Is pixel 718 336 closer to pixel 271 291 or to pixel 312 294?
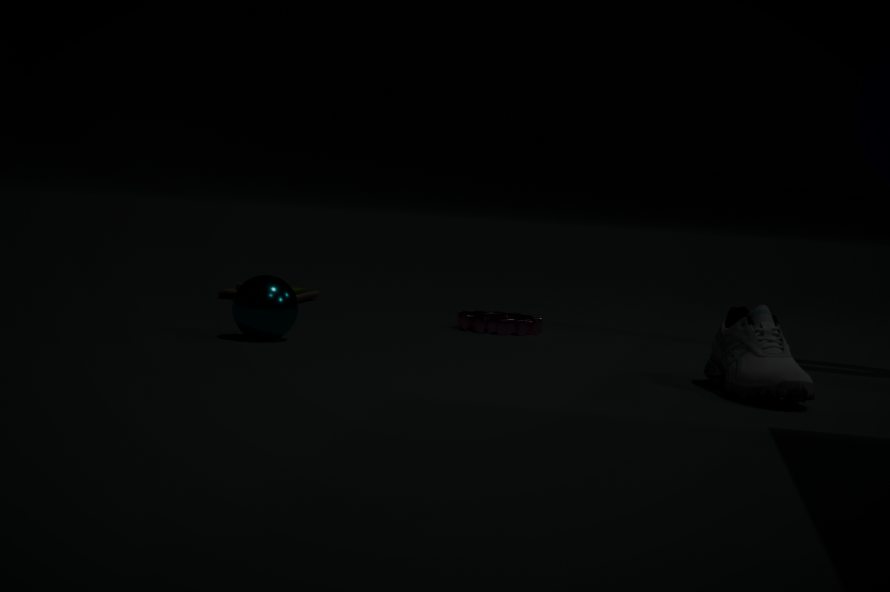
pixel 271 291
